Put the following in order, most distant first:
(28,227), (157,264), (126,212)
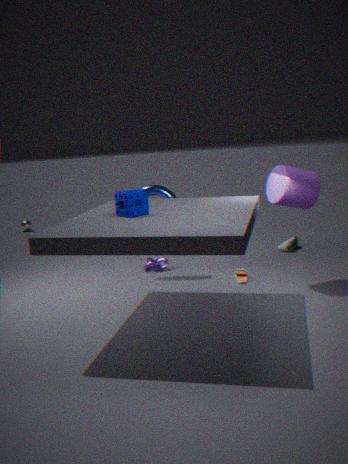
(28,227) < (157,264) < (126,212)
